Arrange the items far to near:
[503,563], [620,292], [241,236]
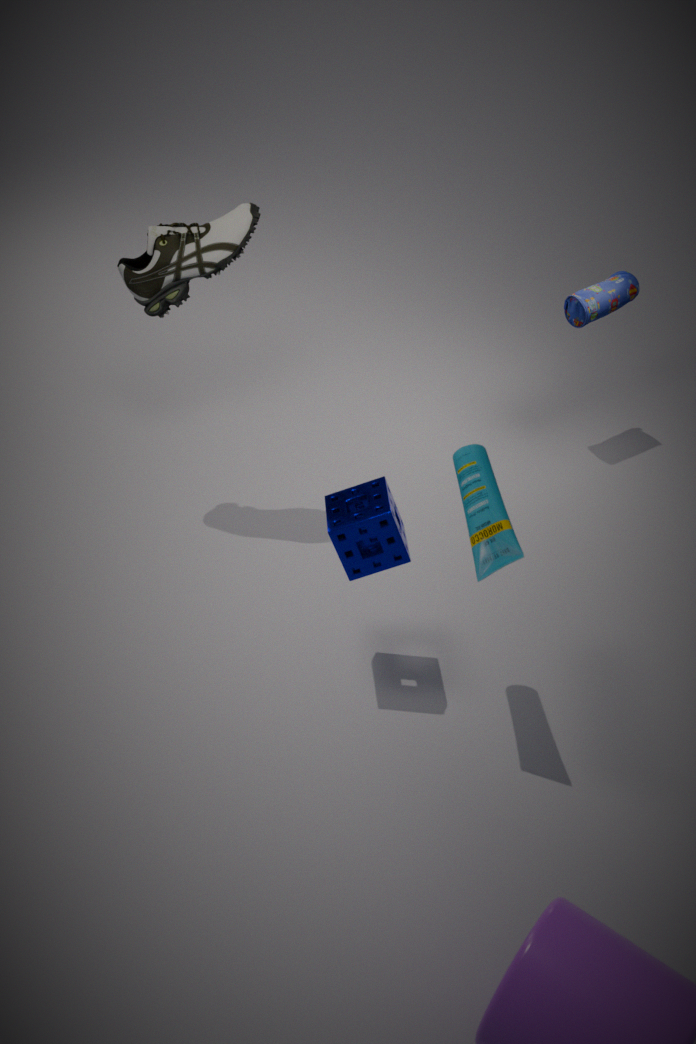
[620,292], [241,236], [503,563]
